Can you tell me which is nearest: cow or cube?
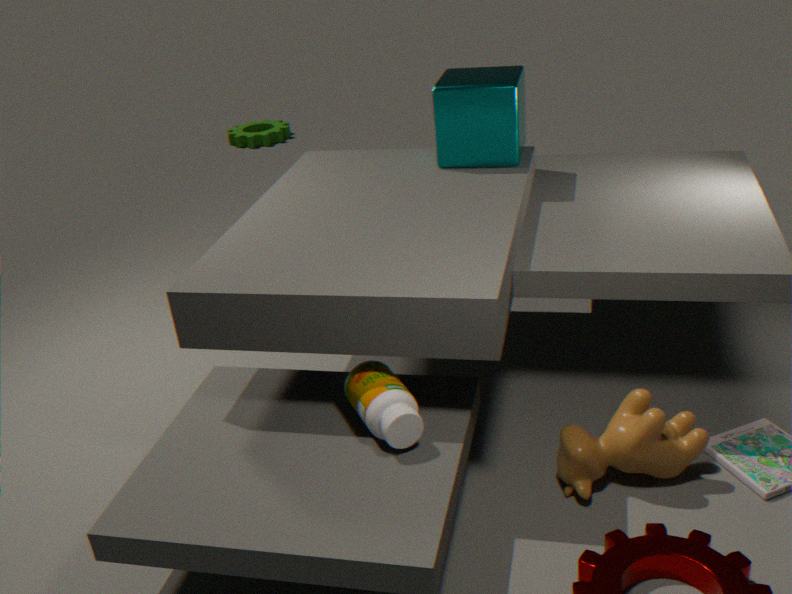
cow
